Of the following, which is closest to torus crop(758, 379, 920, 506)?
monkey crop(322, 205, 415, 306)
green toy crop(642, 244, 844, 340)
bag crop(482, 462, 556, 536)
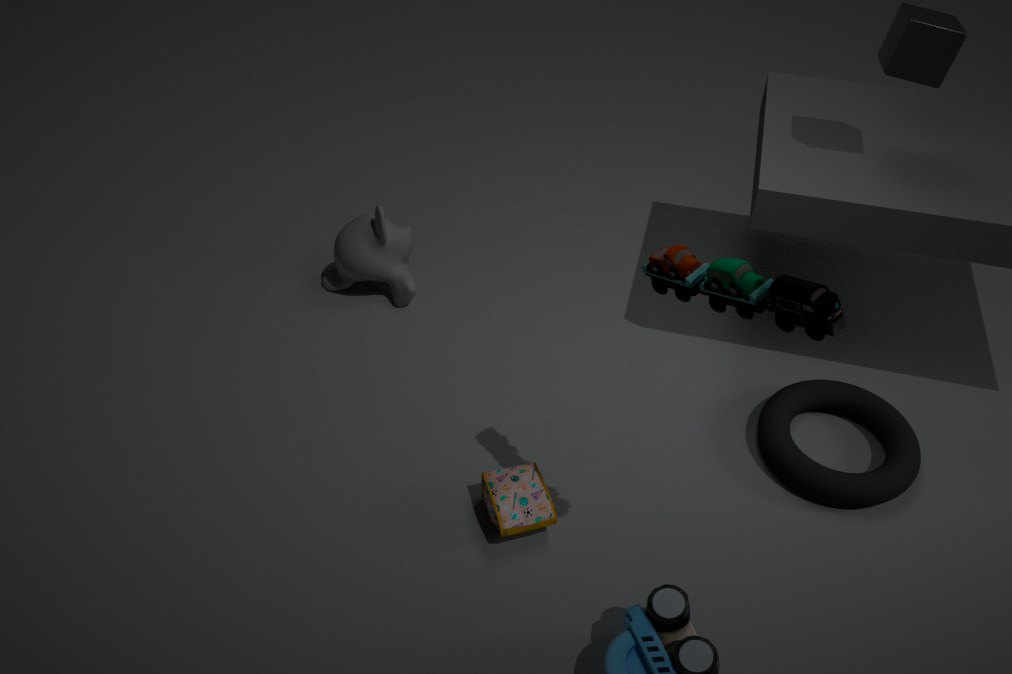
bag crop(482, 462, 556, 536)
